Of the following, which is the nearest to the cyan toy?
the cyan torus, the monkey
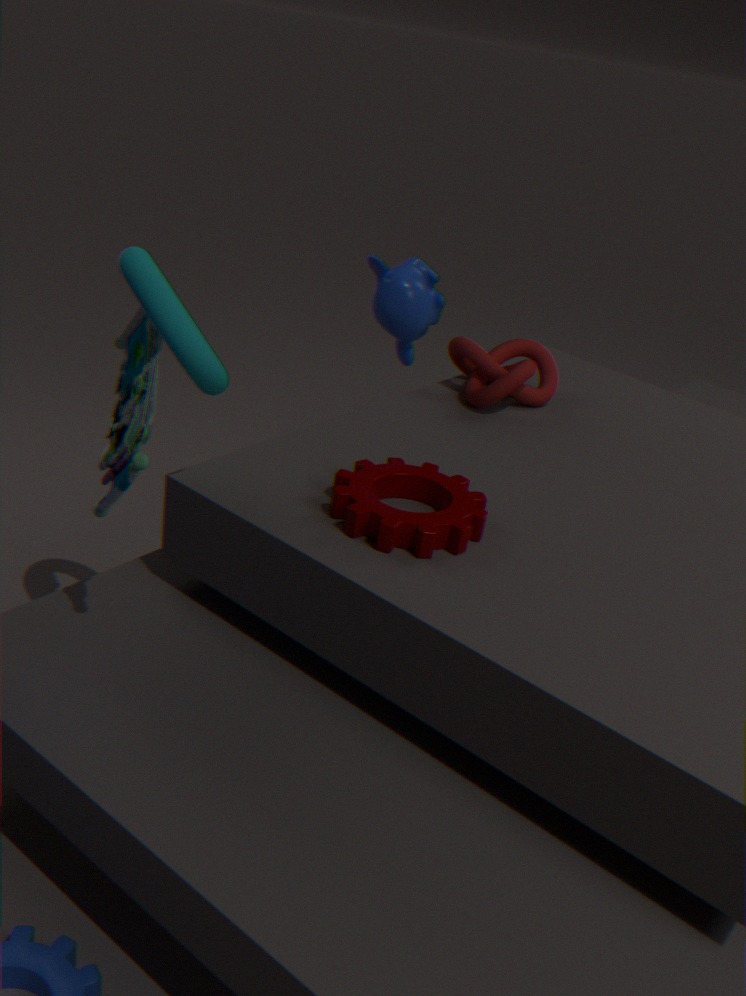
the cyan torus
